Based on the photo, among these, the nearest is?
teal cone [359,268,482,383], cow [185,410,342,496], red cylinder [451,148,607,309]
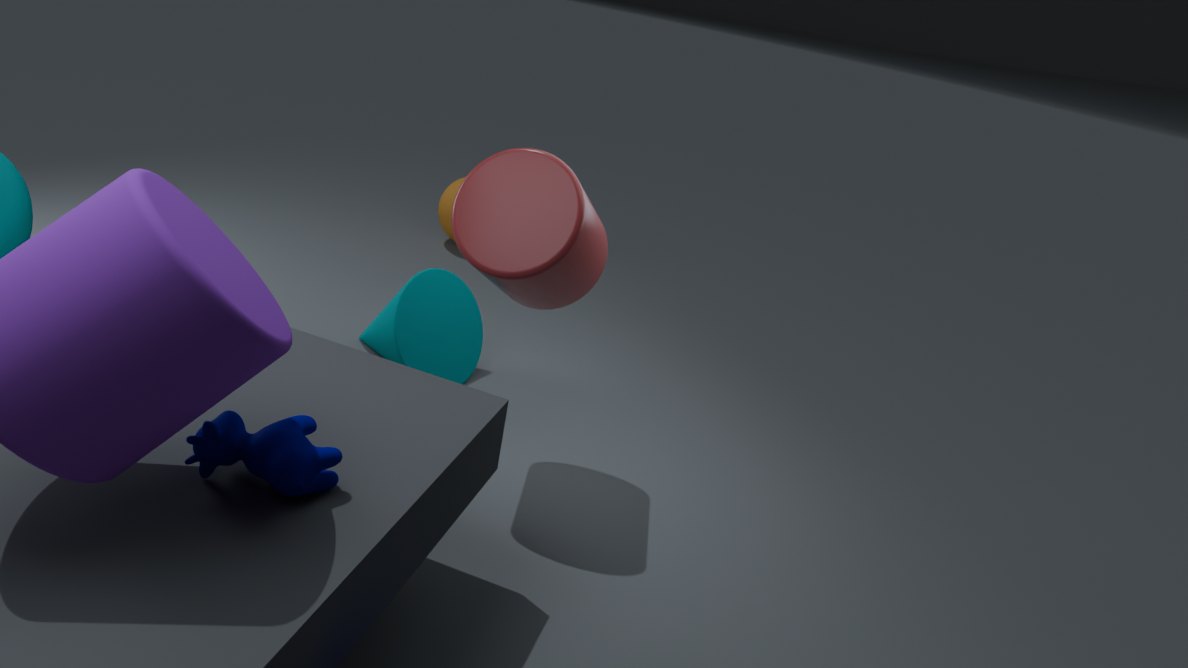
cow [185,410,342,496]
